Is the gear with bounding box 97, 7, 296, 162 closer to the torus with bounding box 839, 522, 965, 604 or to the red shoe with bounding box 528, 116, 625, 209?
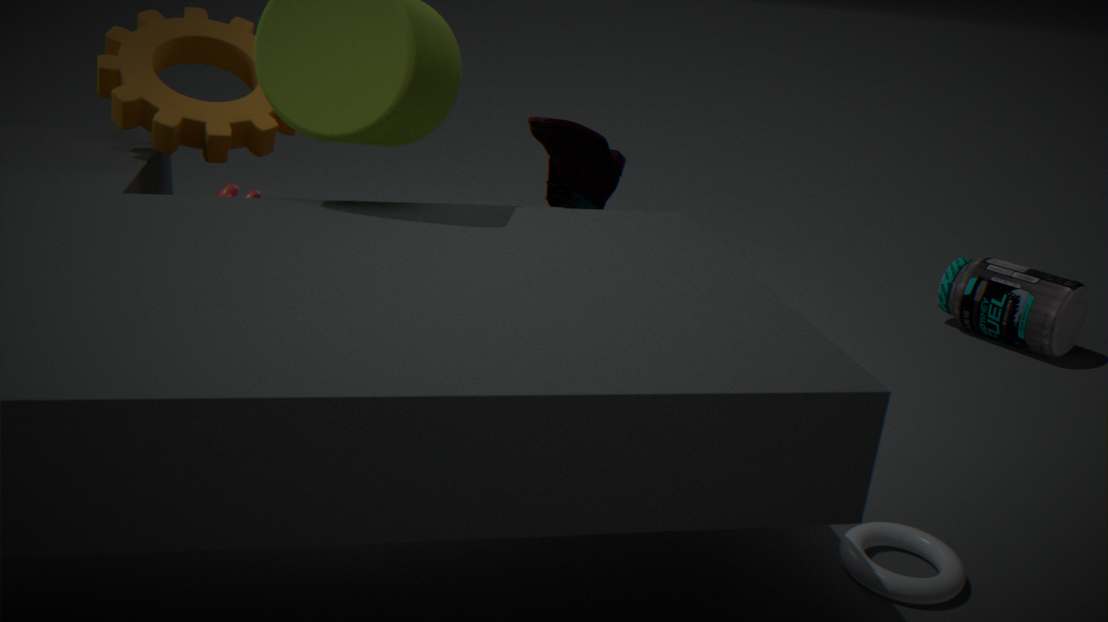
the red shoe with bounding box 528, 116, 625, 209
